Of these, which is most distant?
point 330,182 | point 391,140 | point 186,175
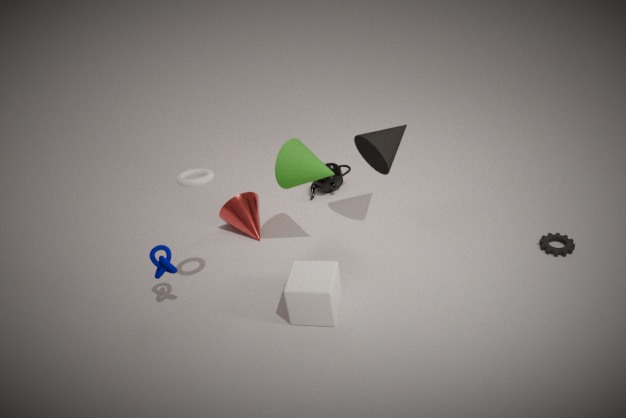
point 330,182
